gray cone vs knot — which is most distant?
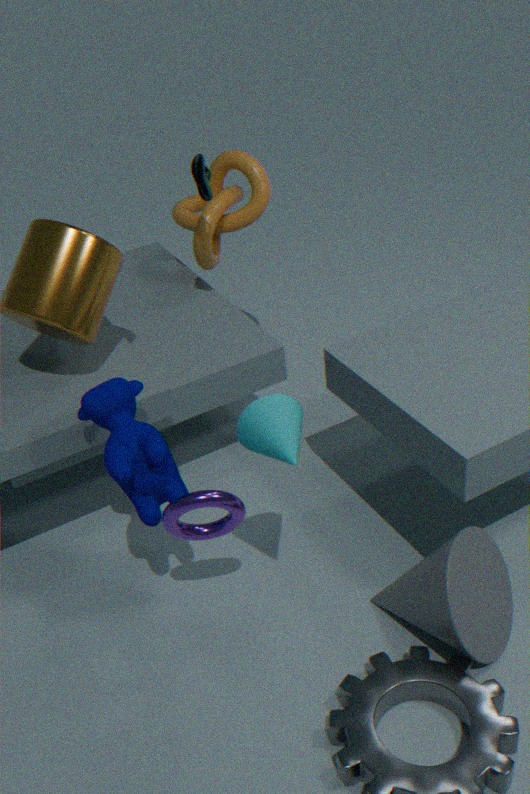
knot
